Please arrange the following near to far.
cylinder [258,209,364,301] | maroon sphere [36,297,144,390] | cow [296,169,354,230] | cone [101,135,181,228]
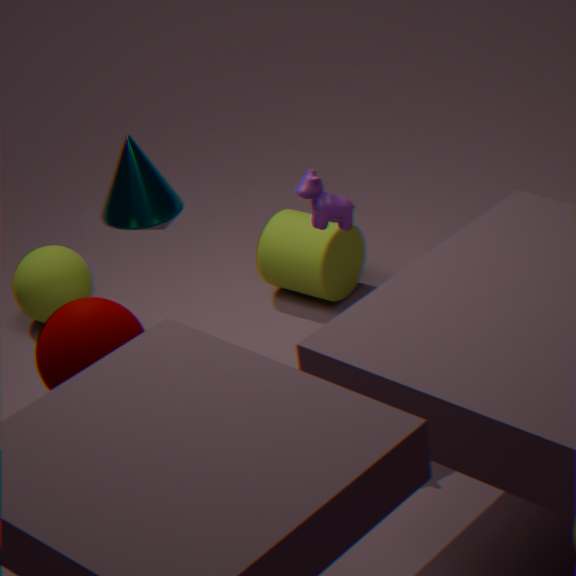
maroon sphere [36,297,144,390], cow [296,169,354,230], cylinder [258,209,364,301], cone [101,135,181,228]
